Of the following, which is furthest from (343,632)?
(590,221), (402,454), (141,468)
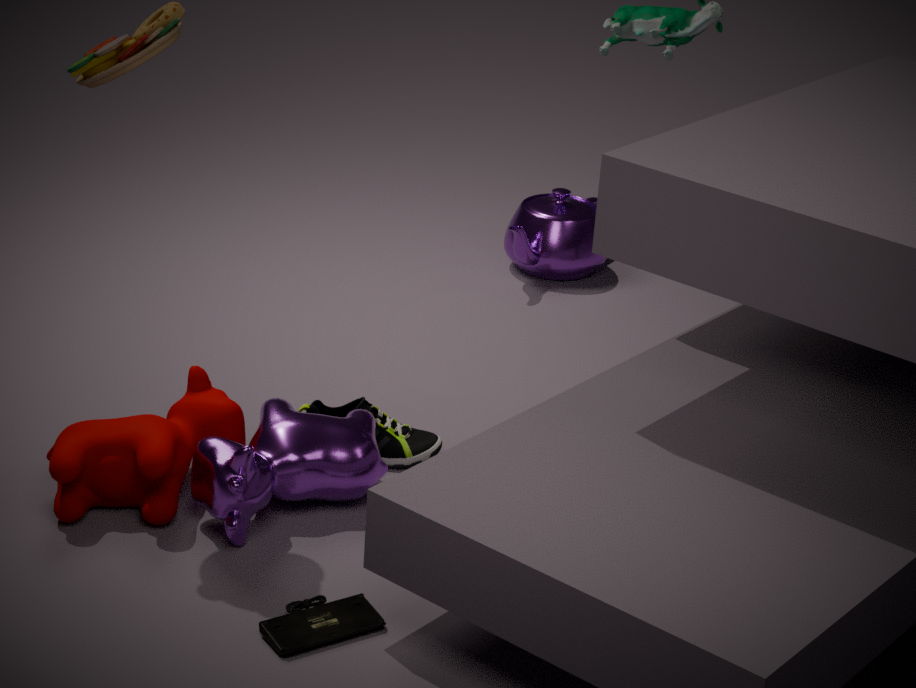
(590,221)
